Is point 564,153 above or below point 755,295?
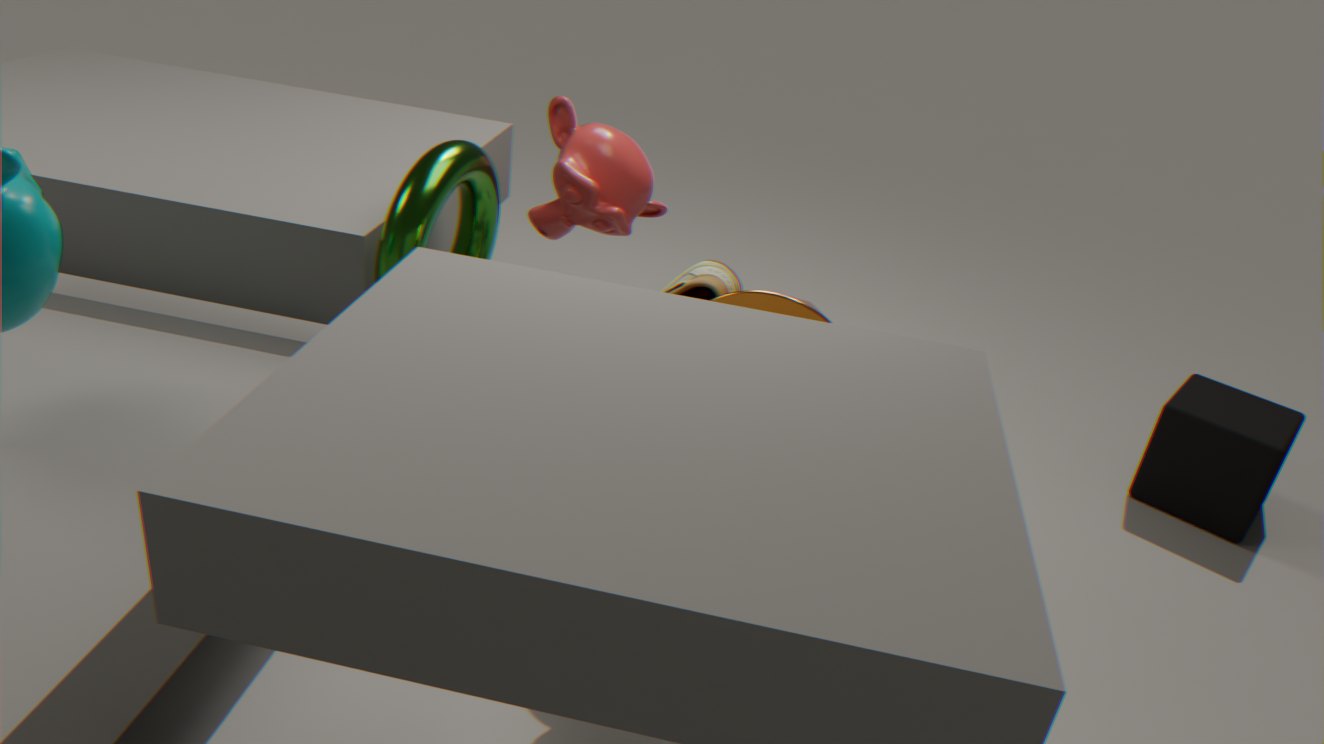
above
